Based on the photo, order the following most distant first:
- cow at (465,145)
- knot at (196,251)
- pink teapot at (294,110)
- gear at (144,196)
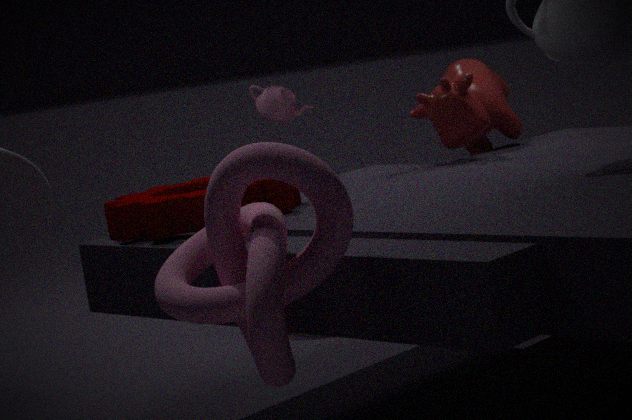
pink teapot at (294,110) → cow at (465,145) → gear at (144,196) → knot at (196,251)
